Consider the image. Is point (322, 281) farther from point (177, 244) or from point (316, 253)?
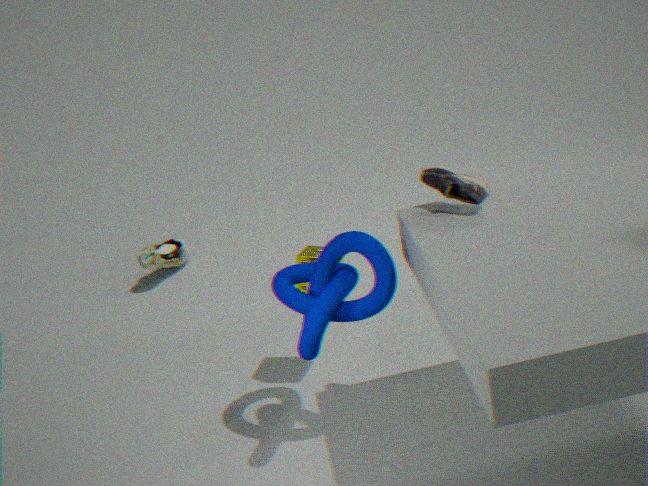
point (177, 244)
